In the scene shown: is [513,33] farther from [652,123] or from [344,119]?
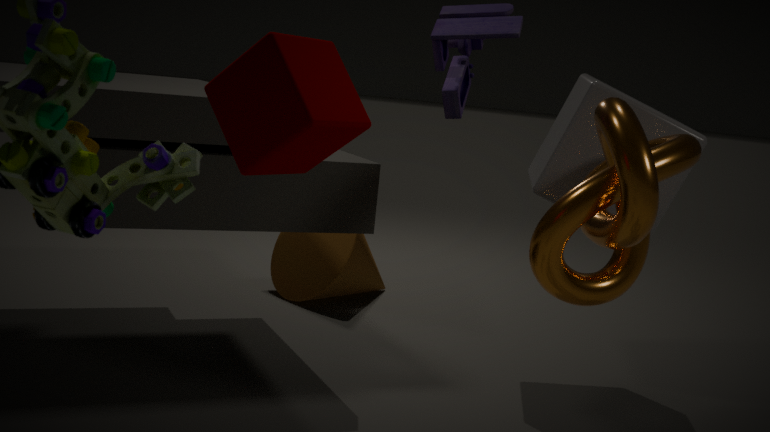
[344,119]
